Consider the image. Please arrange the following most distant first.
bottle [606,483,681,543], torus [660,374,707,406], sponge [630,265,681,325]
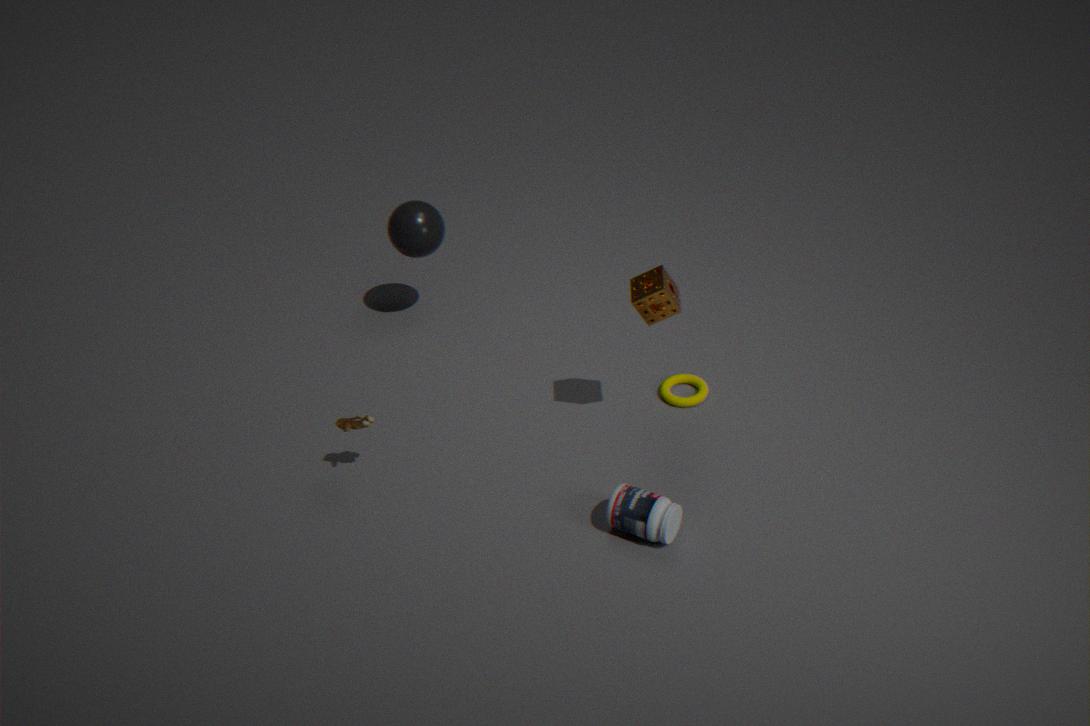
torus [660,374,707,406] → sponge [630,265,681,325] → bottle [606,483,681,543]
